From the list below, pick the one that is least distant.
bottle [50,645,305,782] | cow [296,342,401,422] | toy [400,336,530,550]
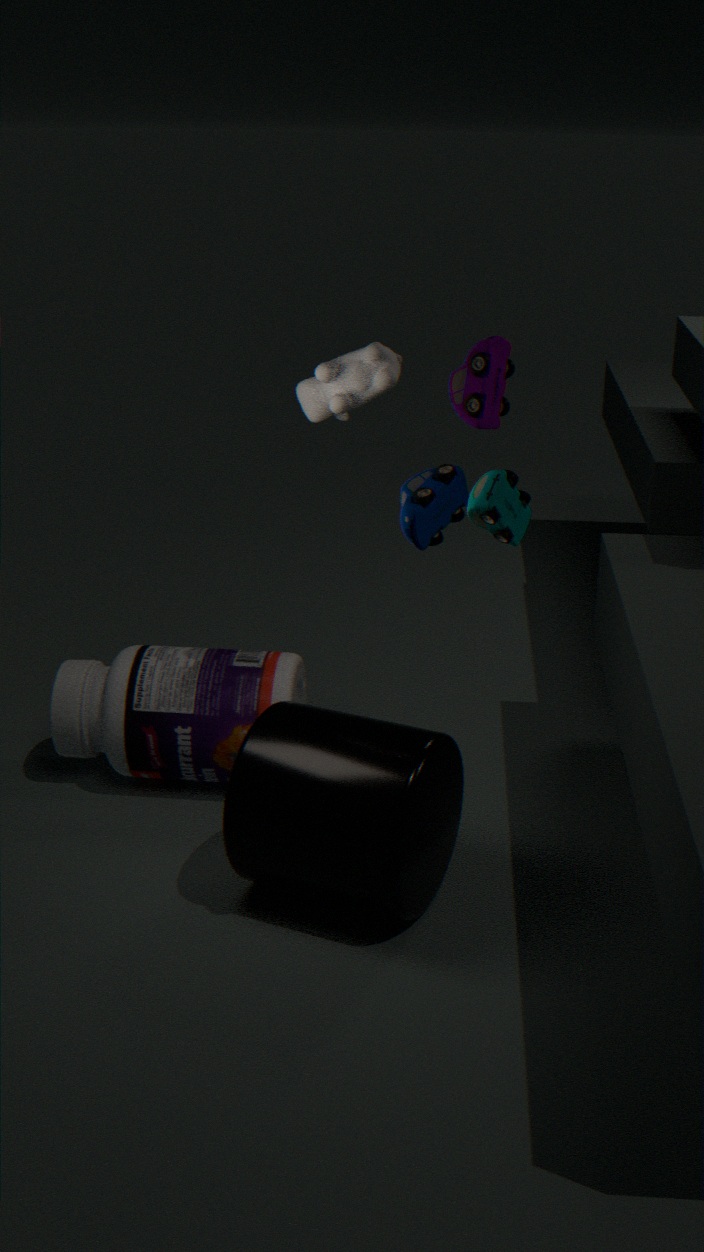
toy [400,336,530,550]
